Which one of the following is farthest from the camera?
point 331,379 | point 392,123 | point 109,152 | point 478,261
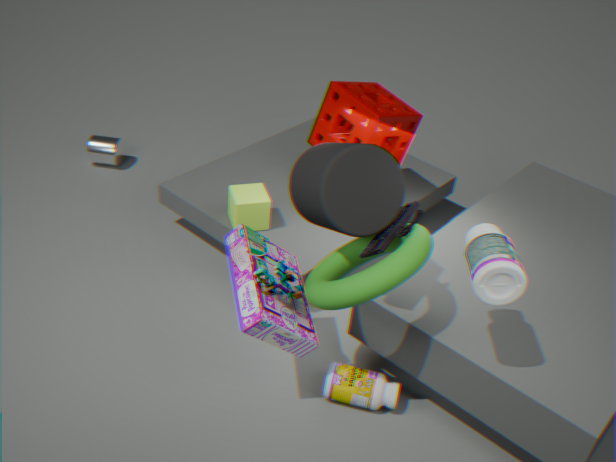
point 109,152
